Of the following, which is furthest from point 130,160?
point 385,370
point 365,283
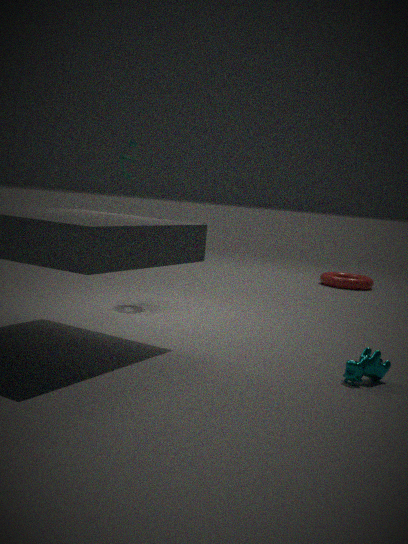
point 365,283
